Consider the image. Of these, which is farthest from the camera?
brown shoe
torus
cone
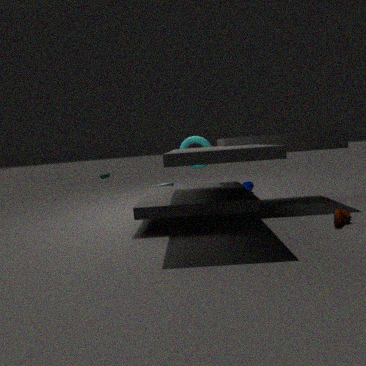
cone
